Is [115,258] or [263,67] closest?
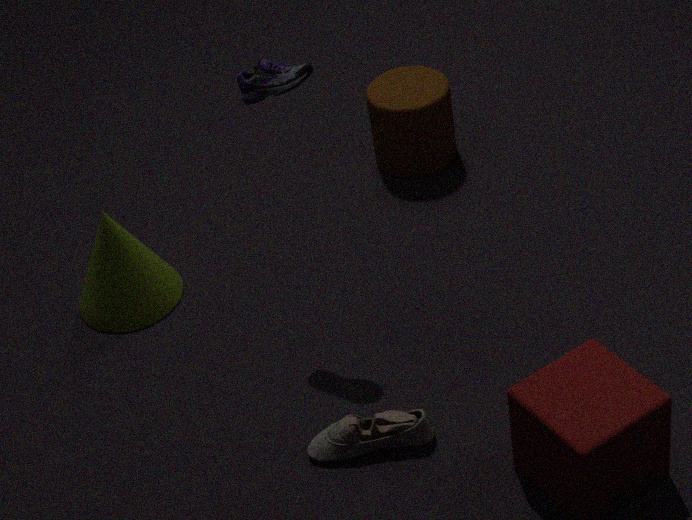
[263,67]
